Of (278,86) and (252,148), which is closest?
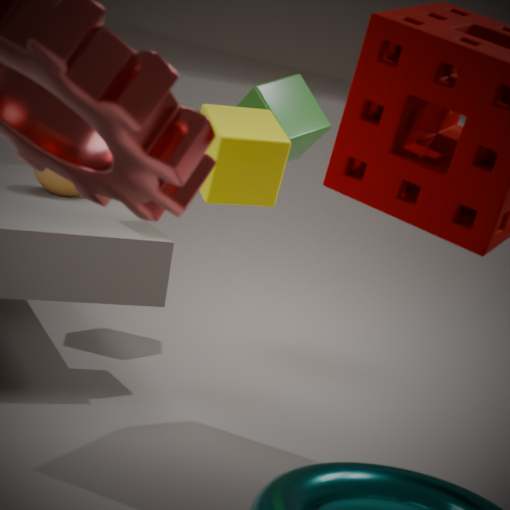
(252,148)
